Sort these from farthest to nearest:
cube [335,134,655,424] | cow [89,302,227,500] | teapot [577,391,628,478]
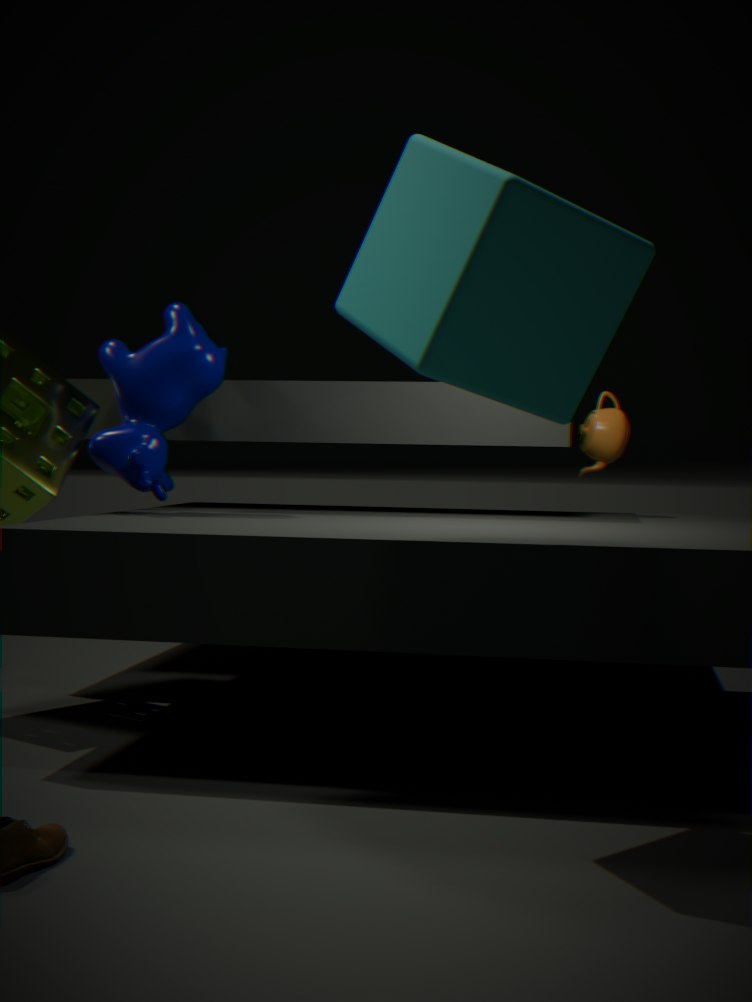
teapot [577,391,628,478]
cow [89,302,227,500]
cube [335,134,655,424]
